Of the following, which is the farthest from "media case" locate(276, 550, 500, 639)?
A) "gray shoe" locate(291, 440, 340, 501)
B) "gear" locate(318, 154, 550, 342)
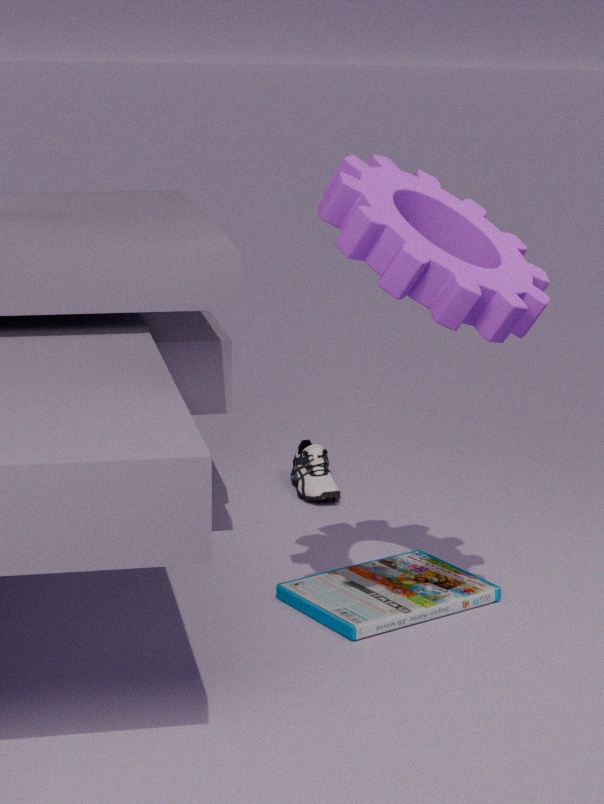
"gear" locate(318, 154, 550, 342)
